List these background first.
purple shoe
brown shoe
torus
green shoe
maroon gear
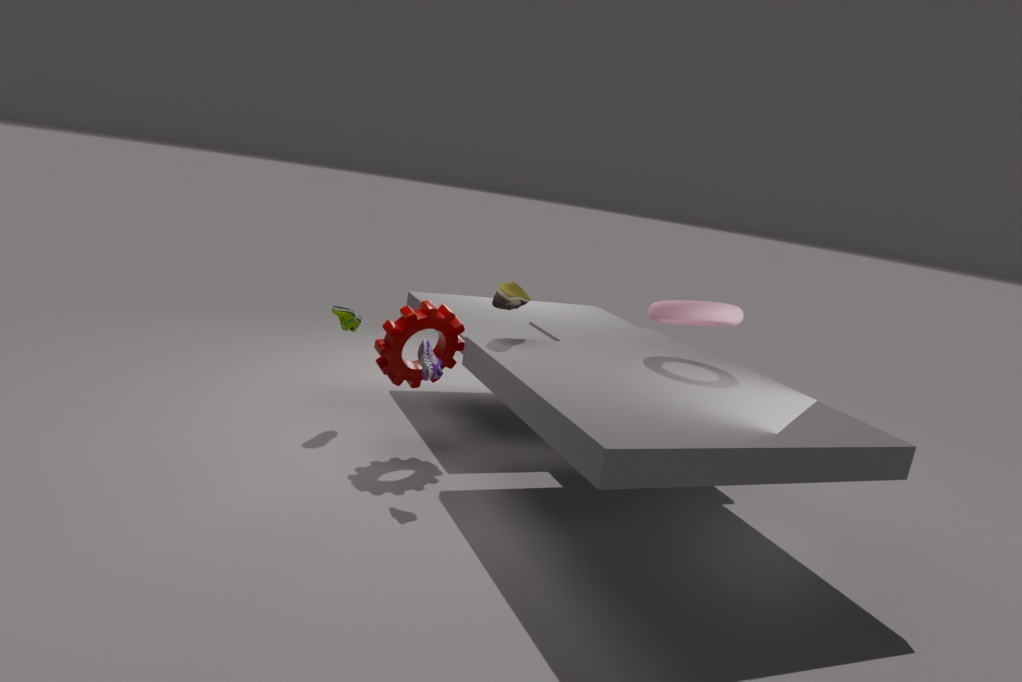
green shoe → maroon gear → brown shoe → torus → purple shoe
